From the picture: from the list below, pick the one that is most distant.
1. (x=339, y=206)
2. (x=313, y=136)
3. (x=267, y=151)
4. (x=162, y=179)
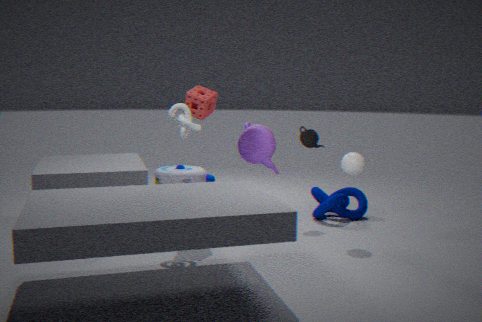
(x=162, y=179)
